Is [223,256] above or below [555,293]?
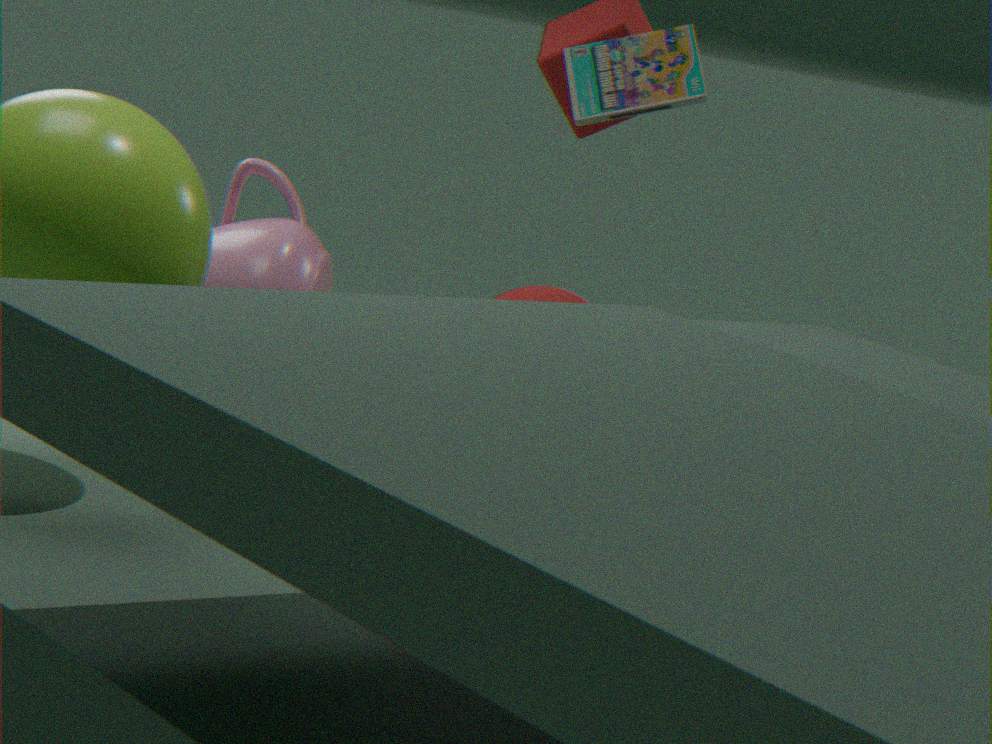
above
